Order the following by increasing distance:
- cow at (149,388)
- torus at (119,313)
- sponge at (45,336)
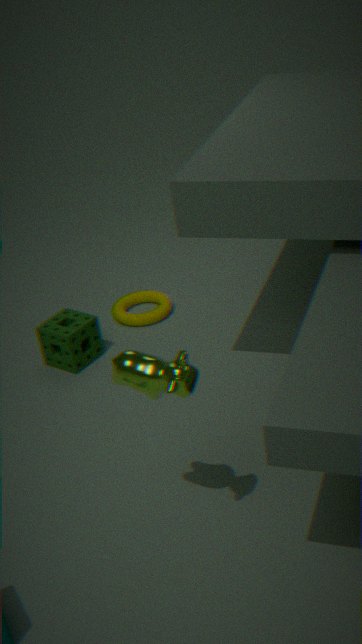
1. cow at (149,388)
2. sponge at (45,336)
3. torus at (119,313)
